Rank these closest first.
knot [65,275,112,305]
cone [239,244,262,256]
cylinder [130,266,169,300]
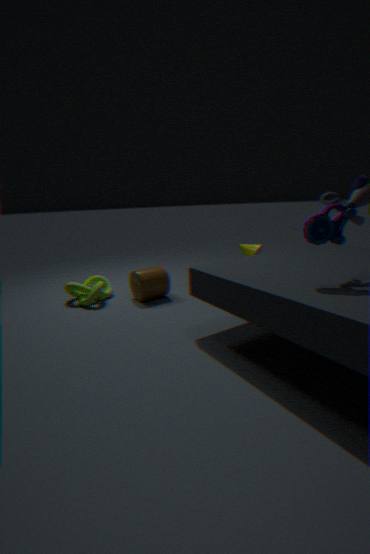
cone [239,244,262,256] < knot [65,275,112,305] < cylinder [130,266,169,300]
